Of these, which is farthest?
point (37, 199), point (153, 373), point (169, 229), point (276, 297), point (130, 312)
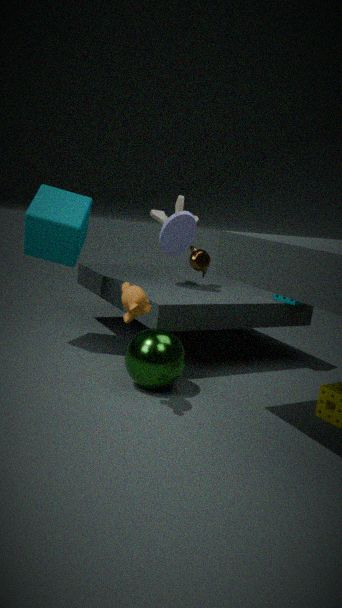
point (276, 297)
